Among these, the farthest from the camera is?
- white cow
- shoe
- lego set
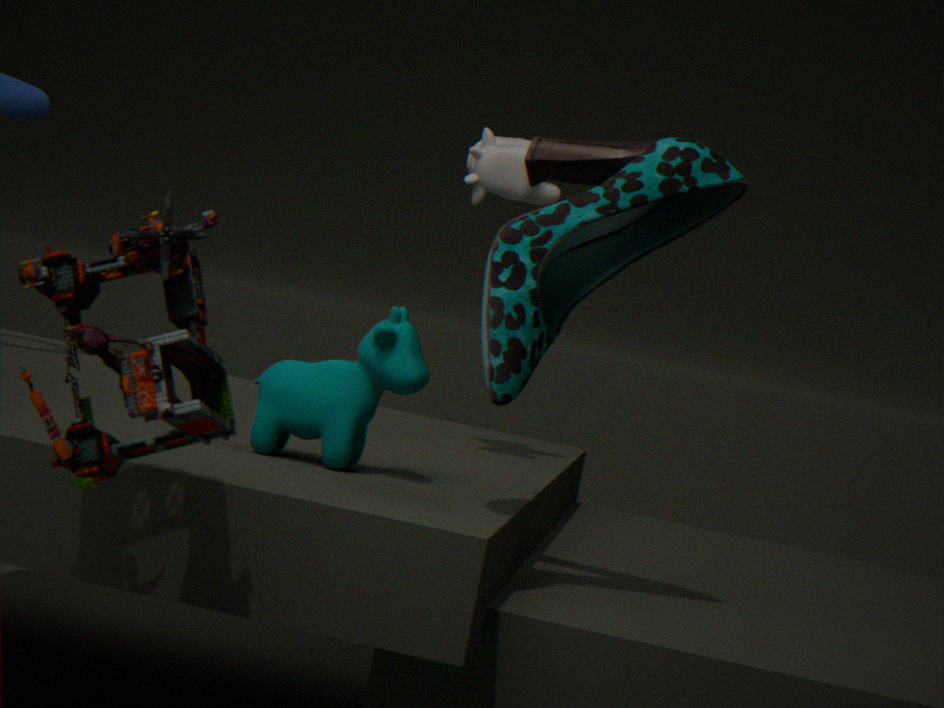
white cow
